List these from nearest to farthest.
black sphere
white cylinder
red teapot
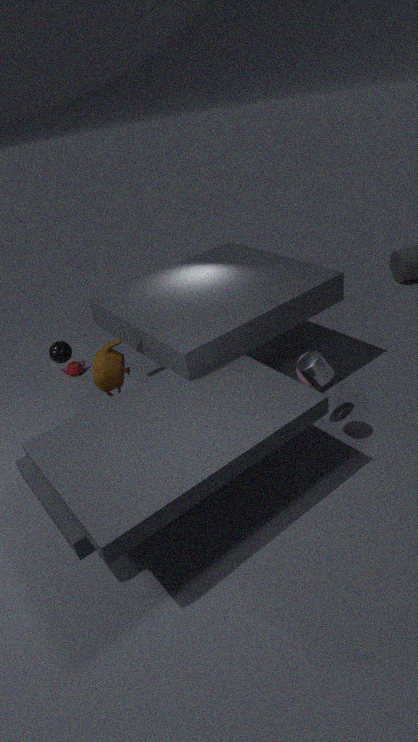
white cylinder → black sphere → red teapot
